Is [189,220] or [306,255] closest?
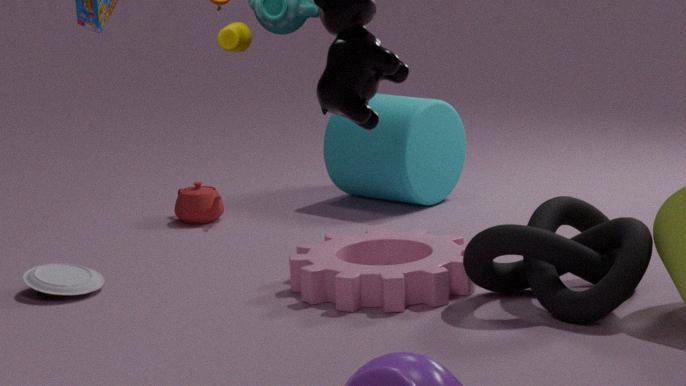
[306,255]
